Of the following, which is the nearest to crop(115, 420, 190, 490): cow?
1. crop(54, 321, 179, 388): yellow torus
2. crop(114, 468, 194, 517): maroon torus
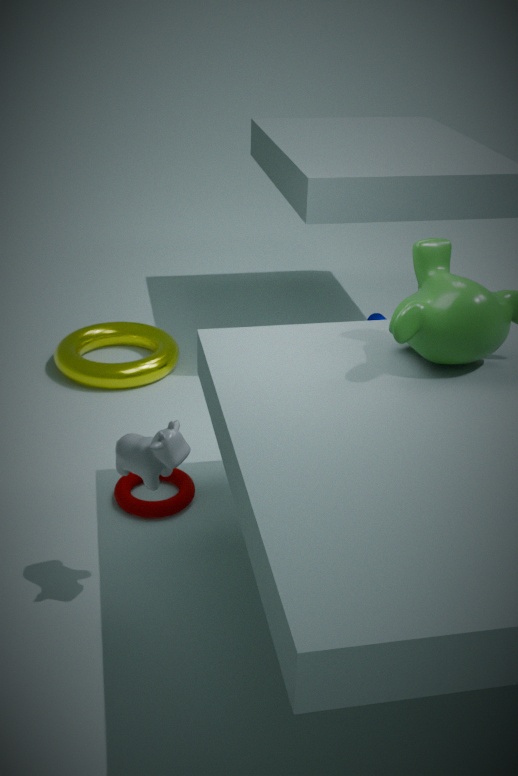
crop(114, 468, 194, 517): maroon torus
